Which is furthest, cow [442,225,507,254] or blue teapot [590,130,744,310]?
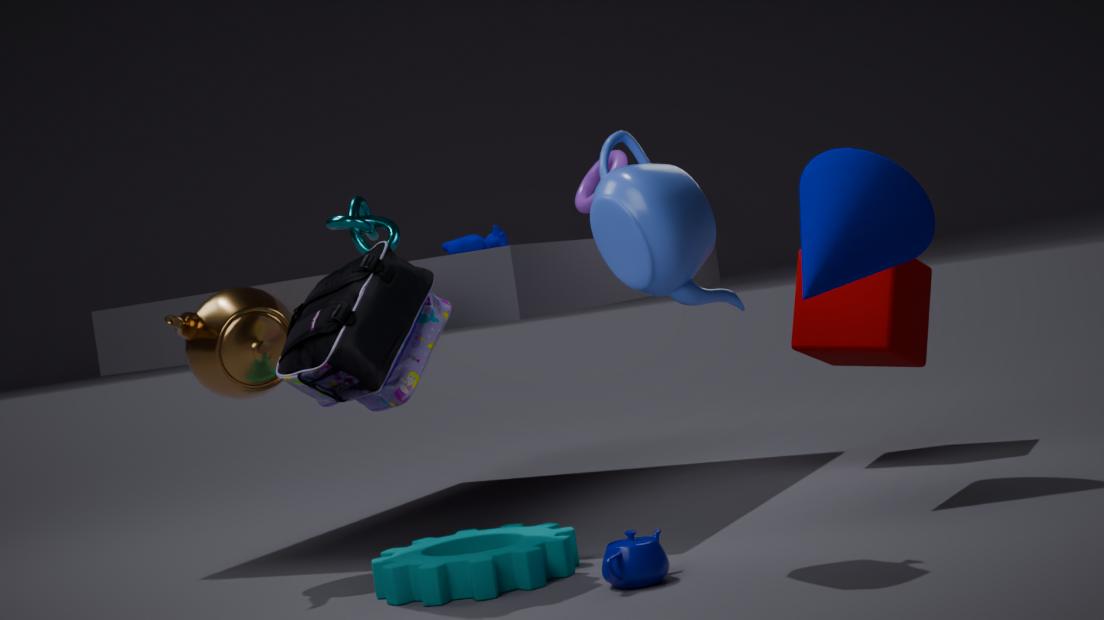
cow [442,225,507,254]
